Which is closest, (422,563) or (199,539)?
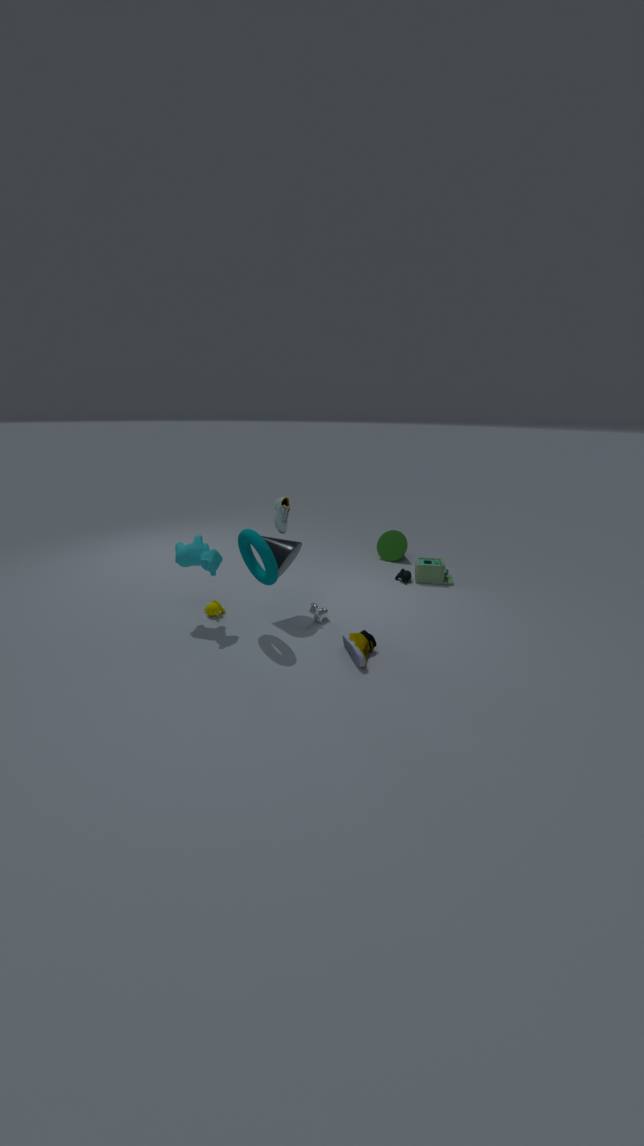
(199,539)
